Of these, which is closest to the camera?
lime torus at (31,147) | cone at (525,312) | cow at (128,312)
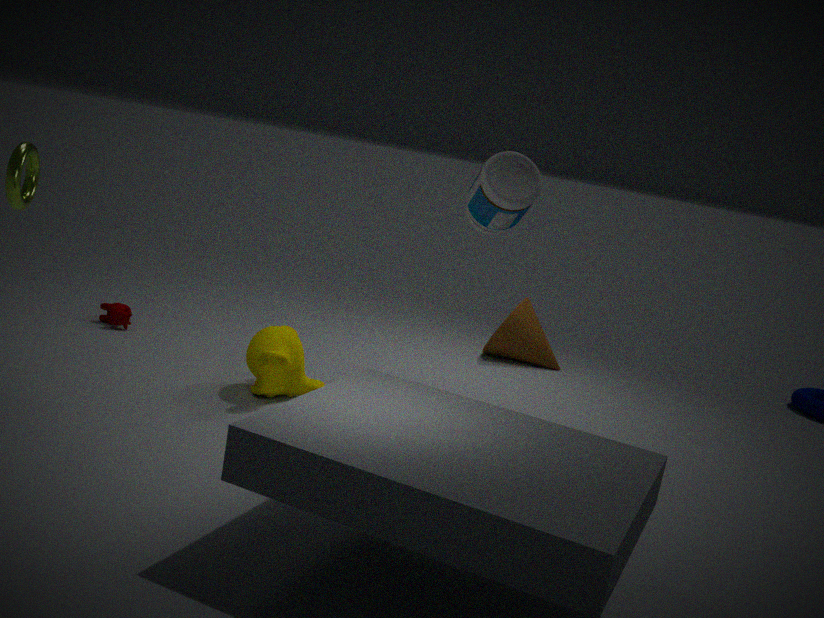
lime torus at (31,147)
